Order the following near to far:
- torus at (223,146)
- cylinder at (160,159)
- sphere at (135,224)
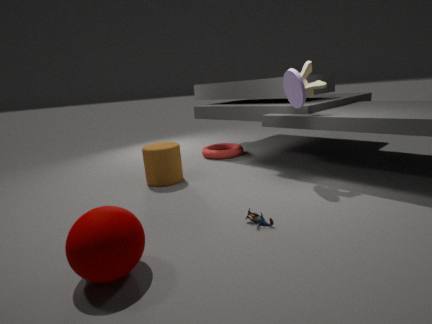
sphere at (135,224), cylinder at (160,159), torus at (223,146)
